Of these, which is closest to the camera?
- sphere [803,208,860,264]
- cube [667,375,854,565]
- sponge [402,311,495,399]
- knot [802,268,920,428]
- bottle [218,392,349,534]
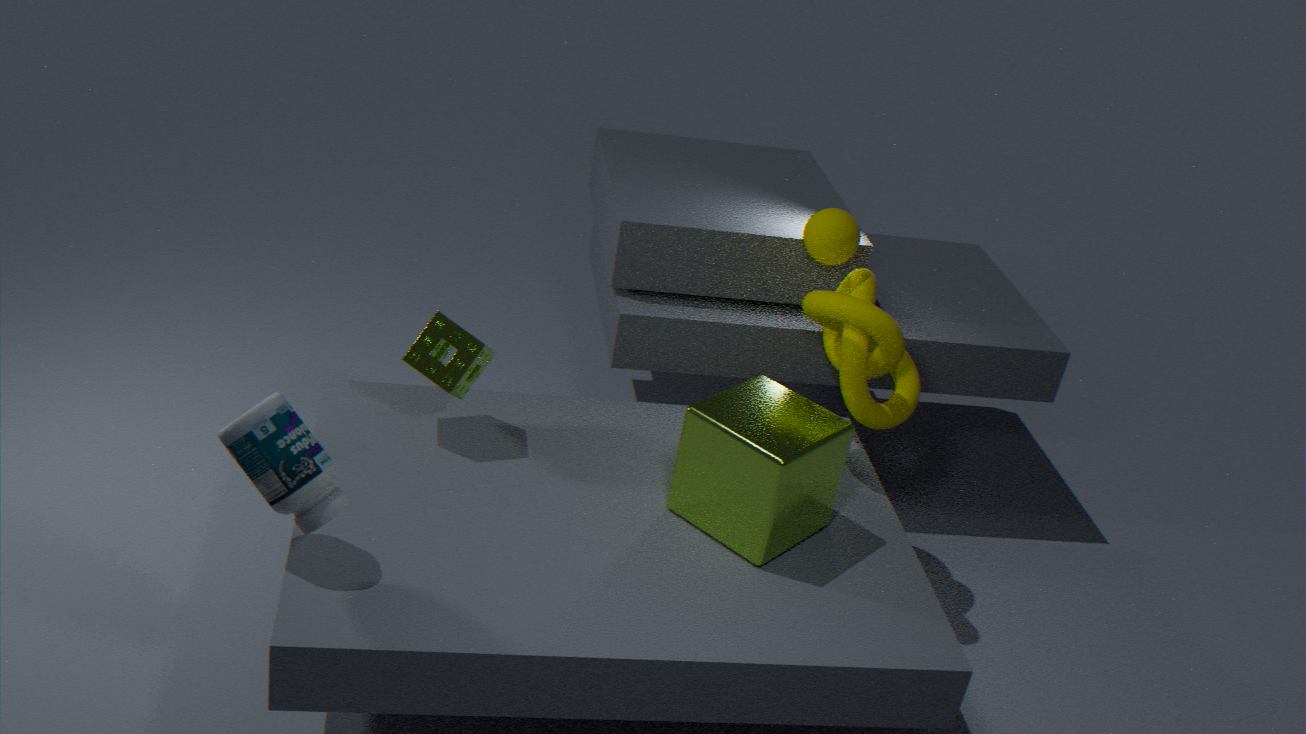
bottle [218,392,349,534]
